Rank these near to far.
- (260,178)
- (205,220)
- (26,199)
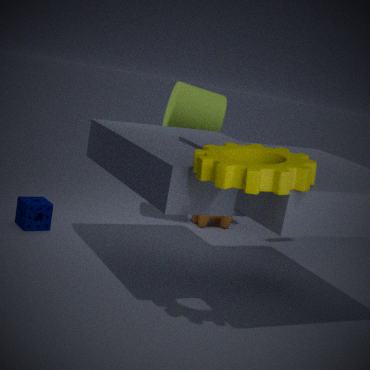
1. (260,178)
2. (26,199)
3. (205,220)
